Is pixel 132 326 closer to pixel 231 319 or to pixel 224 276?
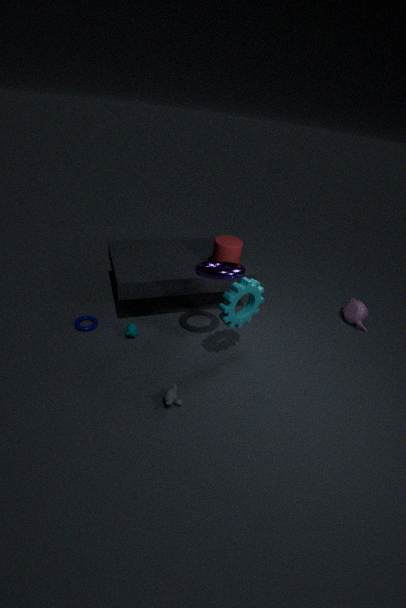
pixel 224 276
